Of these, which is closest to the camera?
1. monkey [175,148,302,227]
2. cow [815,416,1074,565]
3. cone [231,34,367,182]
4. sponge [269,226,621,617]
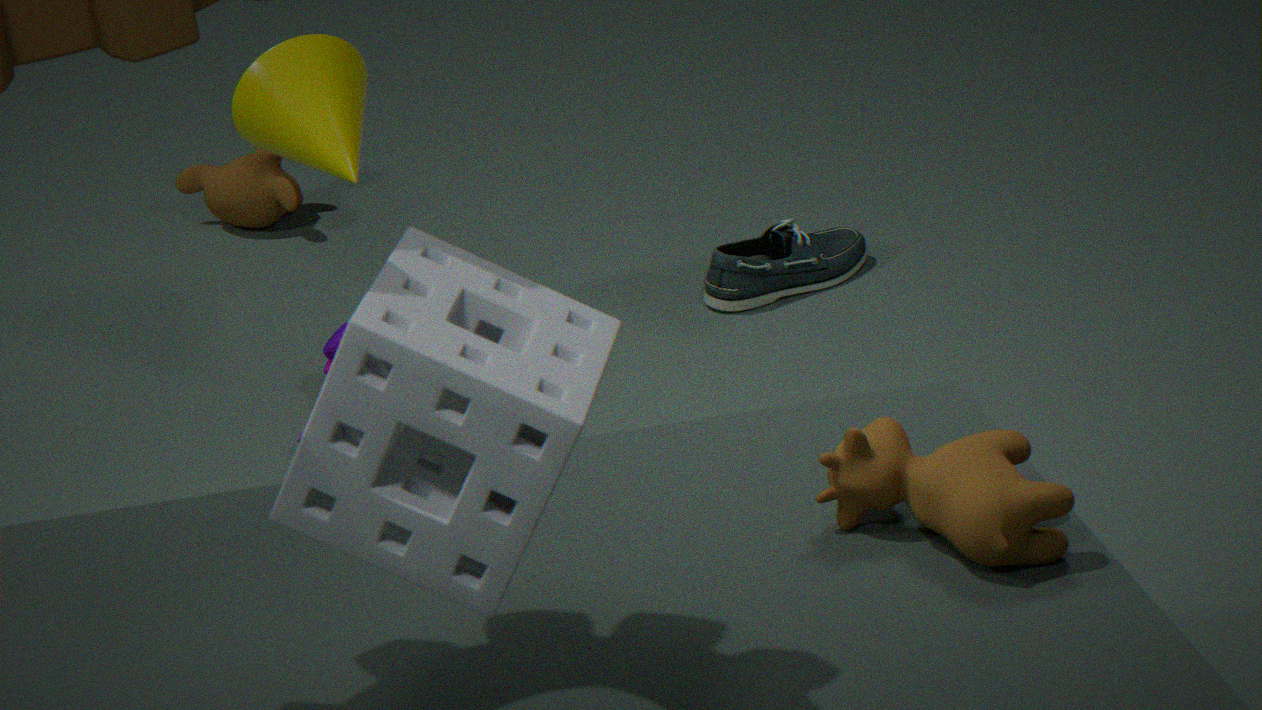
sponge [269,226,621,617]
